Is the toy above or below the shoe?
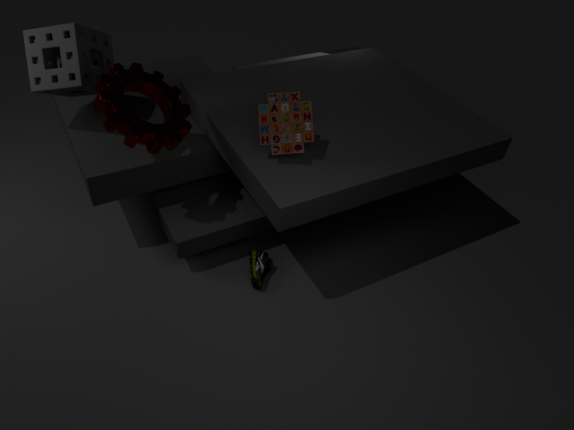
above
